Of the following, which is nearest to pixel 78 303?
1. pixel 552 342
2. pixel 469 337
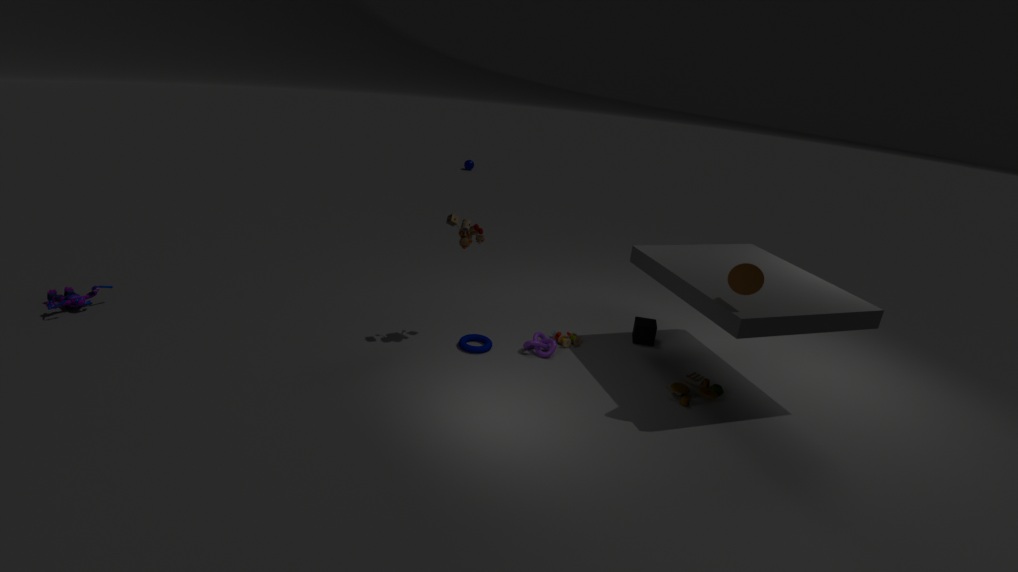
pixel 469 337
